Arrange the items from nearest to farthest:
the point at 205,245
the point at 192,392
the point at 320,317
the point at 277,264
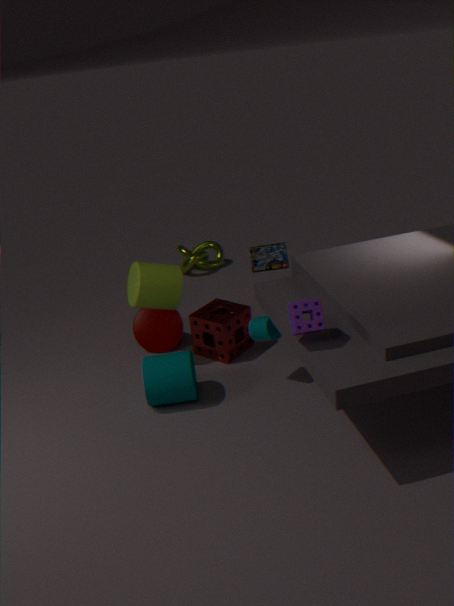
1. the point at 320,317
2. the point at 192,392
3. the point at 277,264
4. the point at 205,245
